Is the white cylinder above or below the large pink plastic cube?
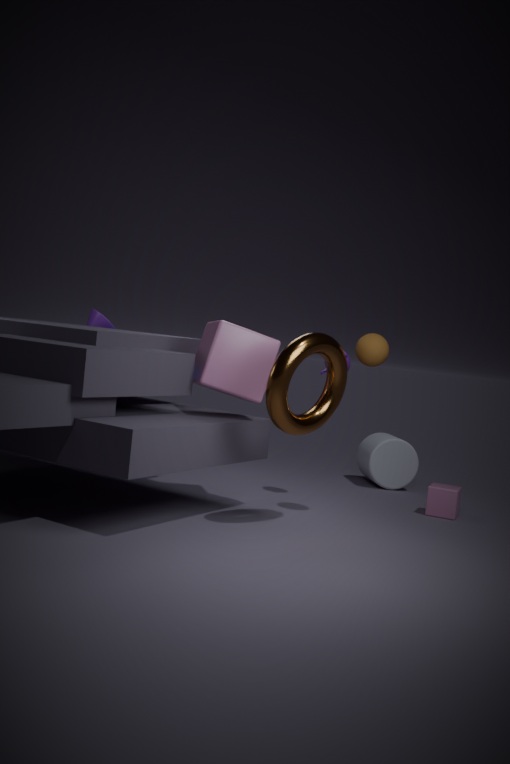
below
